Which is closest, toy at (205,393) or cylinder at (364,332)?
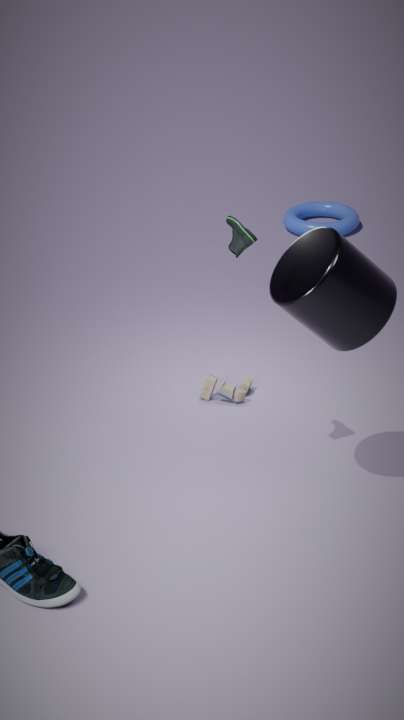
cylinder at (364,332)
